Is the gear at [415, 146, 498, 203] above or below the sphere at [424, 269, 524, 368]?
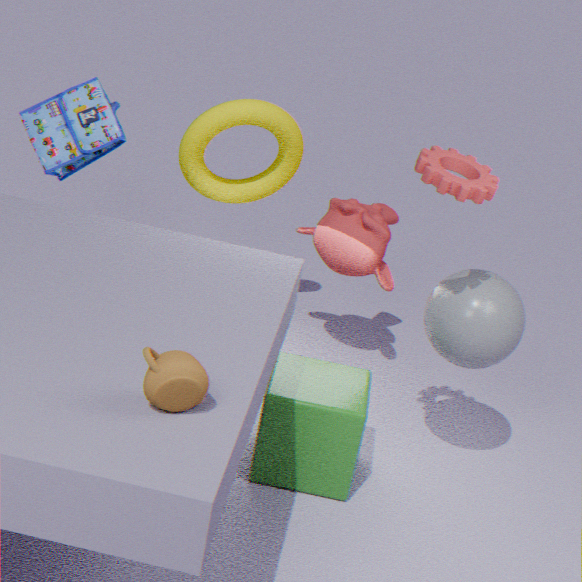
above
